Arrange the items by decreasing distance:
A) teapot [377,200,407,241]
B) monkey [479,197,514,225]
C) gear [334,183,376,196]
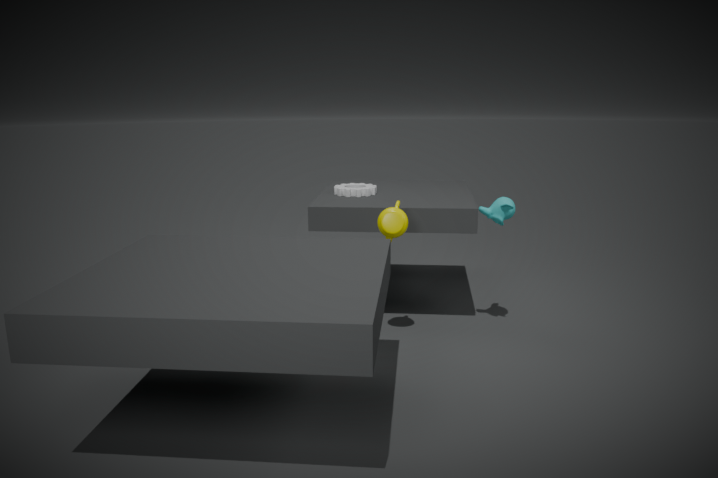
gear [334,183,376,196] < monkey [479,197,514,225] < teapot [377,200,407,241]
